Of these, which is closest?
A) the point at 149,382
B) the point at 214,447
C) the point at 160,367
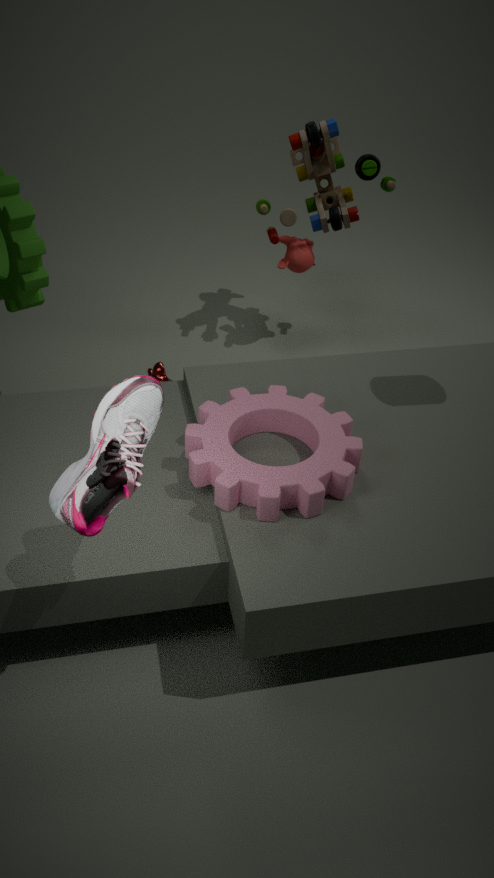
the point at 149,382
